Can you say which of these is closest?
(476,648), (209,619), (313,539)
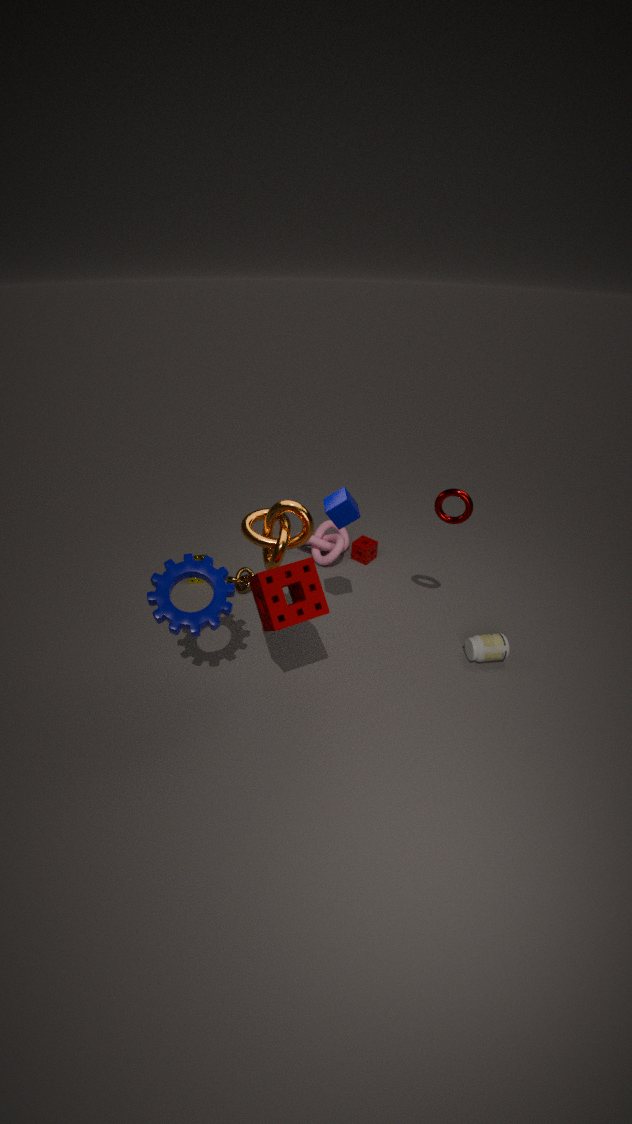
(209,619)
